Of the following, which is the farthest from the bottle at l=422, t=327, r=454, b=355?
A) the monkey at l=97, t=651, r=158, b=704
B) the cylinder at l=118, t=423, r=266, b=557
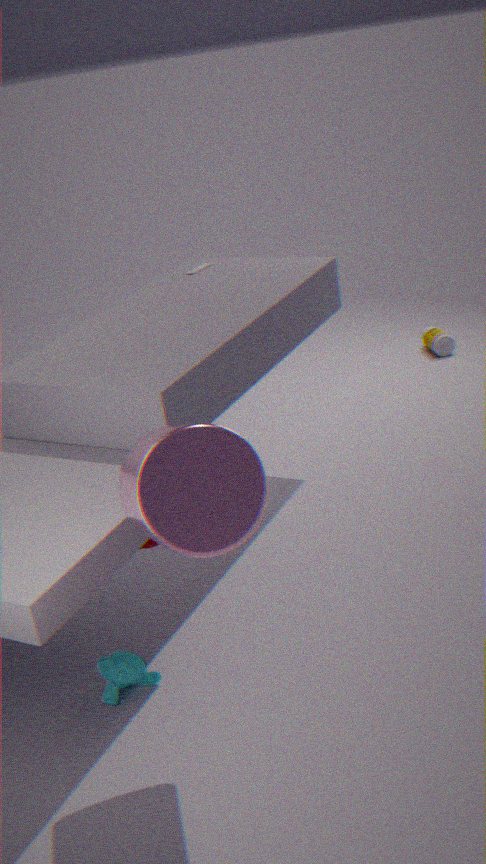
Answer: the cylinder at l=118, t=423, r=266, b=557
